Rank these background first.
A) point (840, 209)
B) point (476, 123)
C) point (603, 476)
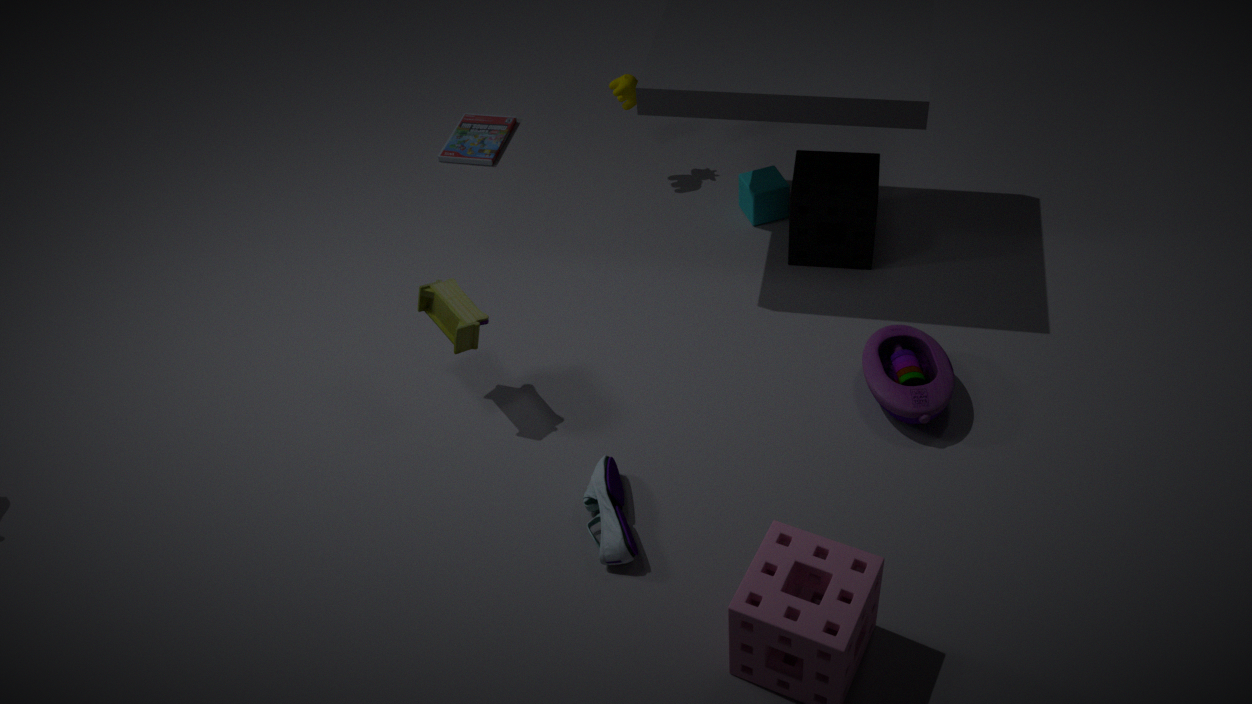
point (476, 123), point (840, 209), point (603, 476)
